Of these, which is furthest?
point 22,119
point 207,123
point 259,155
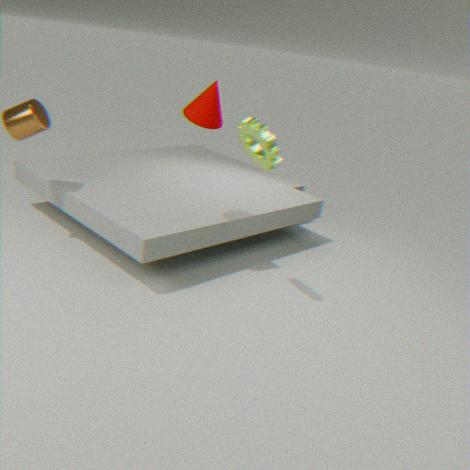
point 22,119
